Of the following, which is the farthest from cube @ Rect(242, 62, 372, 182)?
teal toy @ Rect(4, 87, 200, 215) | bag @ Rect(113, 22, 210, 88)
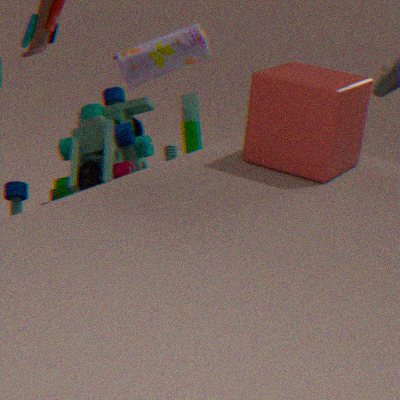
bag @ Rect(113, 22, 210, 88)
